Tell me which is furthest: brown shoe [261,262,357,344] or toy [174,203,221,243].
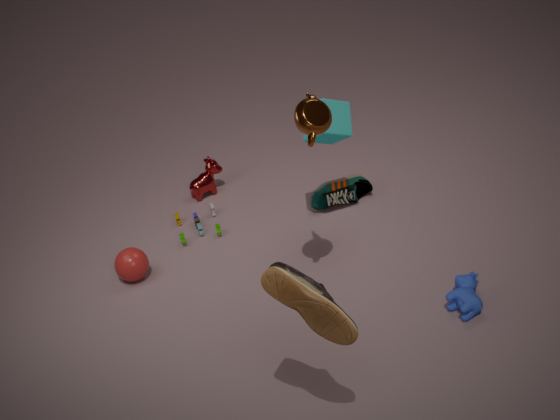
toy [174,203,221,243]
